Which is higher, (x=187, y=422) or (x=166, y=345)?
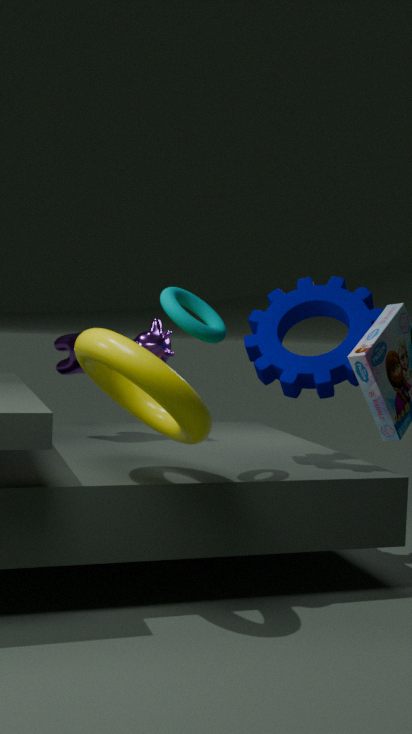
(x=166, y=345)
